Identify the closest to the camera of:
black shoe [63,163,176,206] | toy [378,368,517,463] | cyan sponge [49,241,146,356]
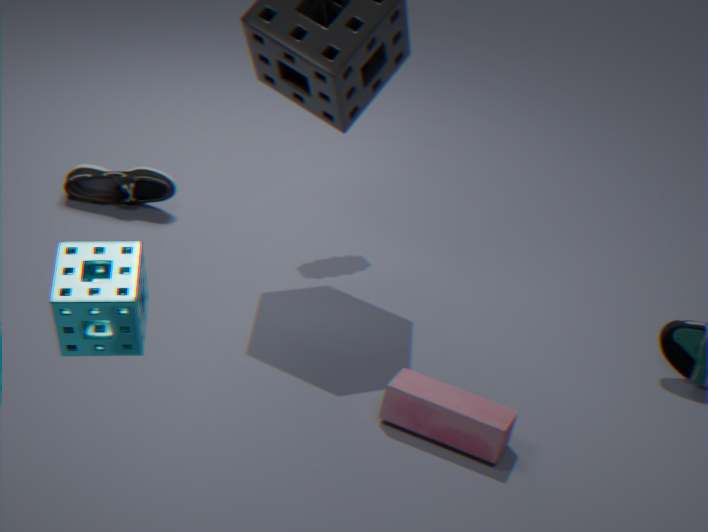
cyan sponge [49,241,146,356]
